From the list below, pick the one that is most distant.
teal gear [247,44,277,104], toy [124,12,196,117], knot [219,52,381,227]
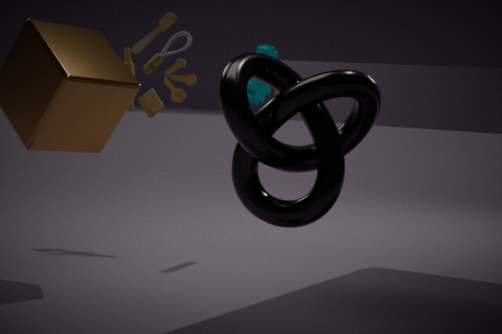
toy [124,12,196,117]
